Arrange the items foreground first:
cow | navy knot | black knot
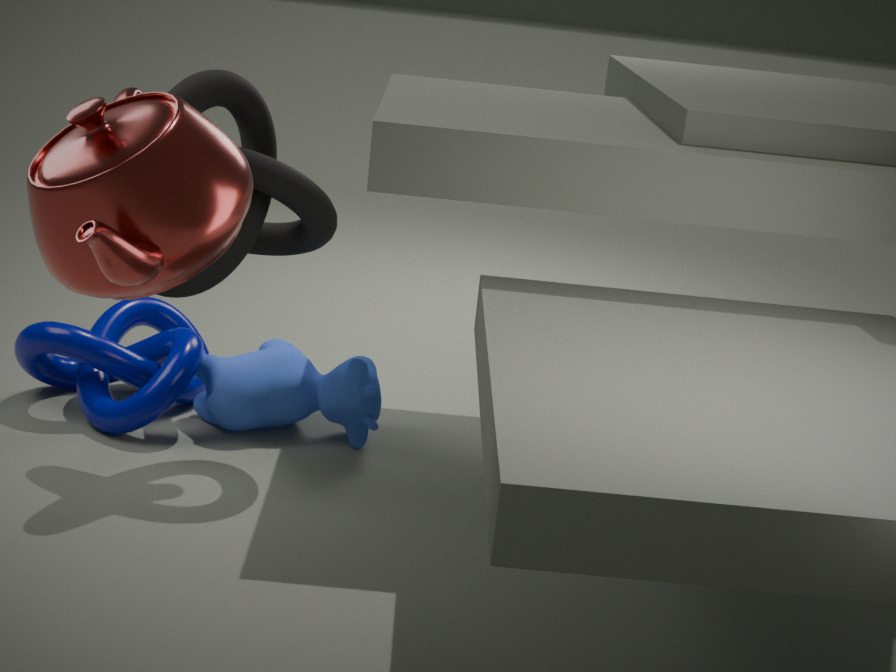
black knot < navy knot < cow
